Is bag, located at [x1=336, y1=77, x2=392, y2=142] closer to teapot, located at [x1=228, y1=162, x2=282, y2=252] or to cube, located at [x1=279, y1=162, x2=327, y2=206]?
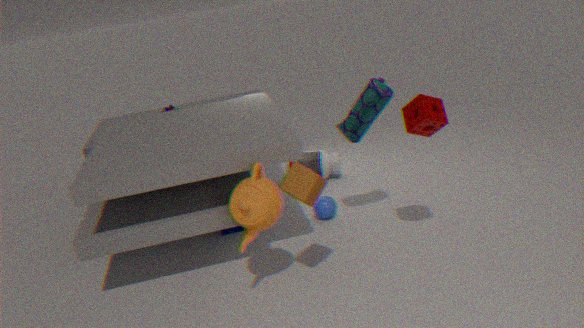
cube, located at [x1=279, y1=162, x2=327, y2=206]
